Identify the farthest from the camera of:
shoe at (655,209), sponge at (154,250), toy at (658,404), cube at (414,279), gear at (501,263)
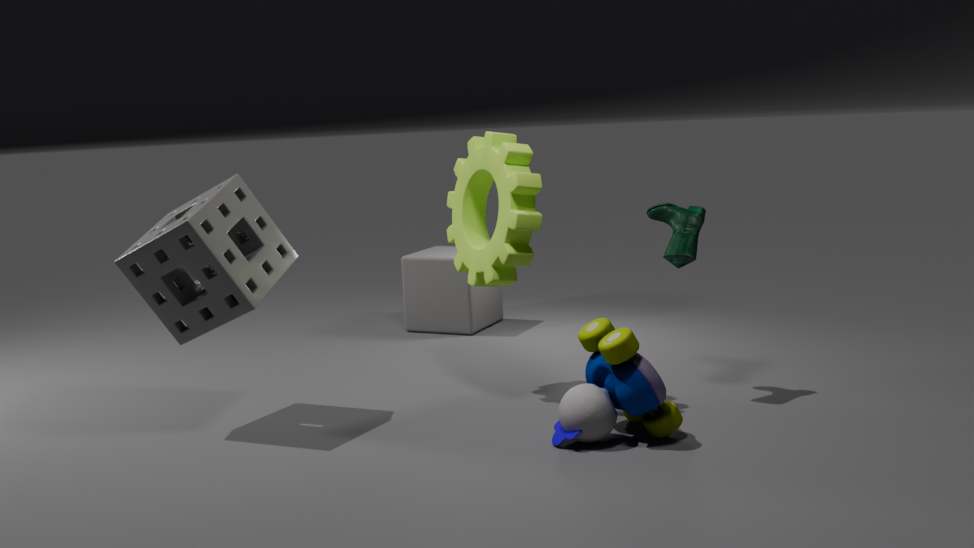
cube at (414,279)
